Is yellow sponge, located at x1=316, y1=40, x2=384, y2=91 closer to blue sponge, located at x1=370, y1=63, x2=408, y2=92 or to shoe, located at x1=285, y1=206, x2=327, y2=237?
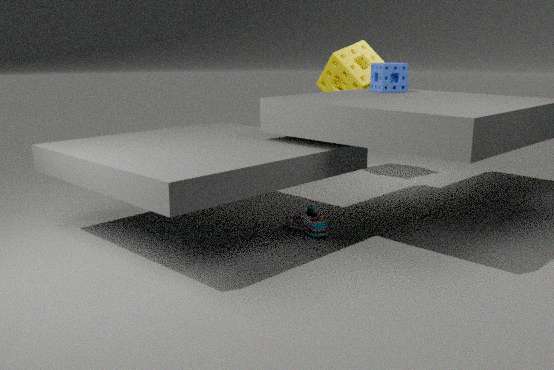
blue sponge, located at x1=370, y1=63, x2=408, y2=92
